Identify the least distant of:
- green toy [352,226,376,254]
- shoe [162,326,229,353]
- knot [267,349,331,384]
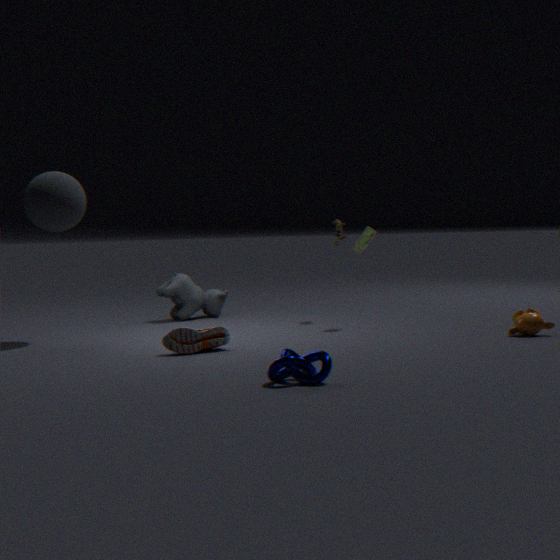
knot [267,349,331,384]
